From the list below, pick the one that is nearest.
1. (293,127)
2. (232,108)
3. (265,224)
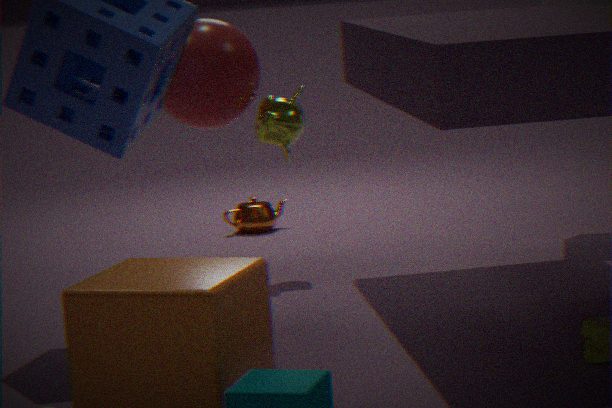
(232,108)
